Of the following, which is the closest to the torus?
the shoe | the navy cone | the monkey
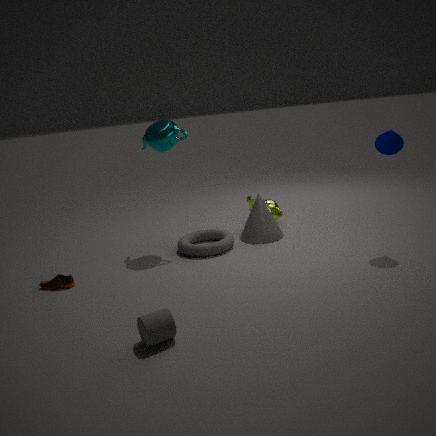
the monkey
